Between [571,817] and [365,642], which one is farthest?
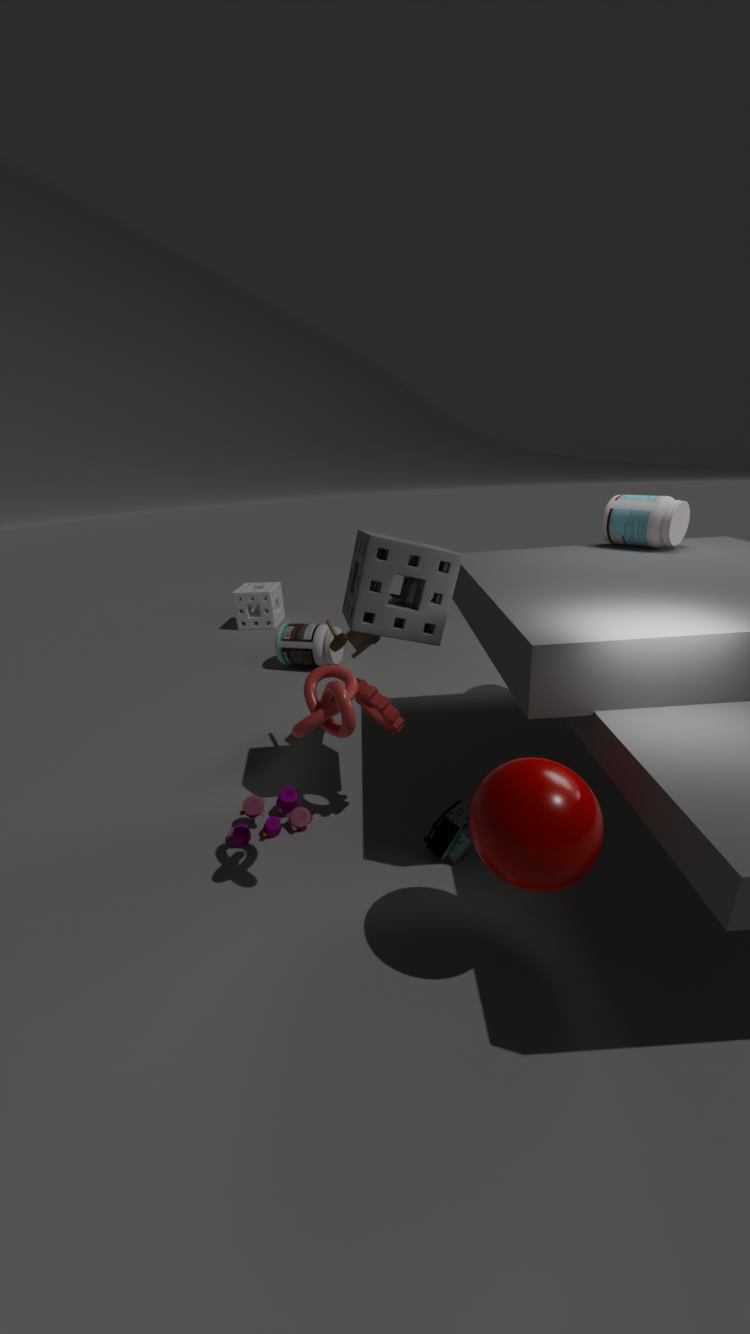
[365,642]
